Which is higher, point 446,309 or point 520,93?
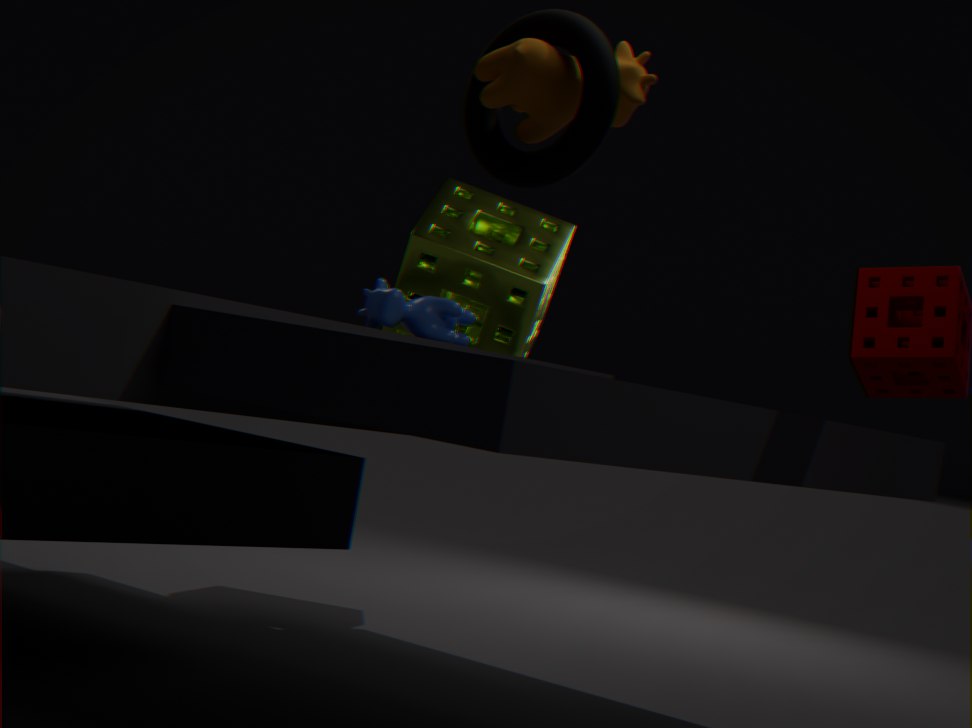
point 520,93
